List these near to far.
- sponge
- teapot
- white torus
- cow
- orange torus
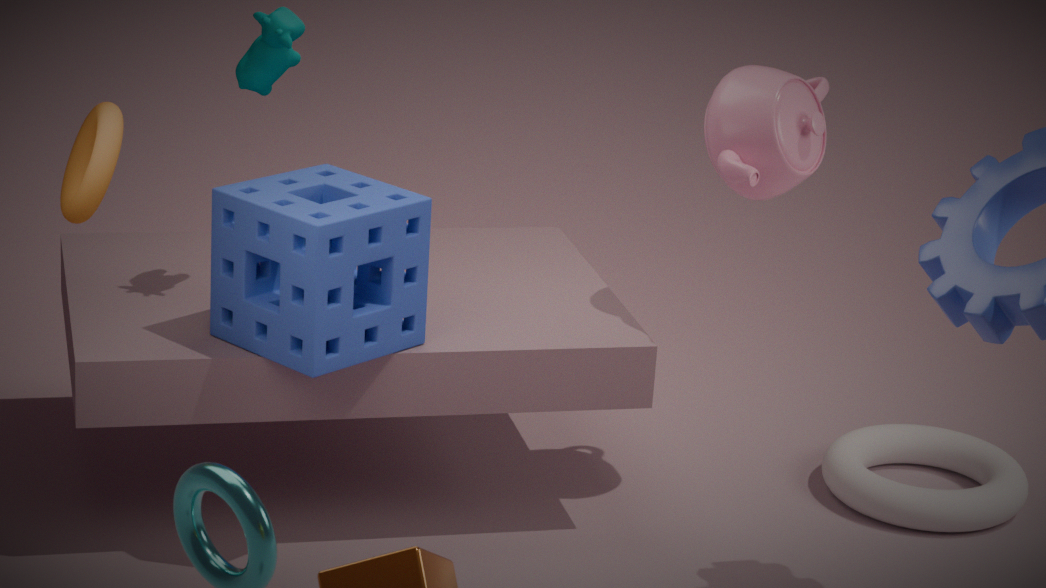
orange torus → sponge → cow → teapot → white torus
